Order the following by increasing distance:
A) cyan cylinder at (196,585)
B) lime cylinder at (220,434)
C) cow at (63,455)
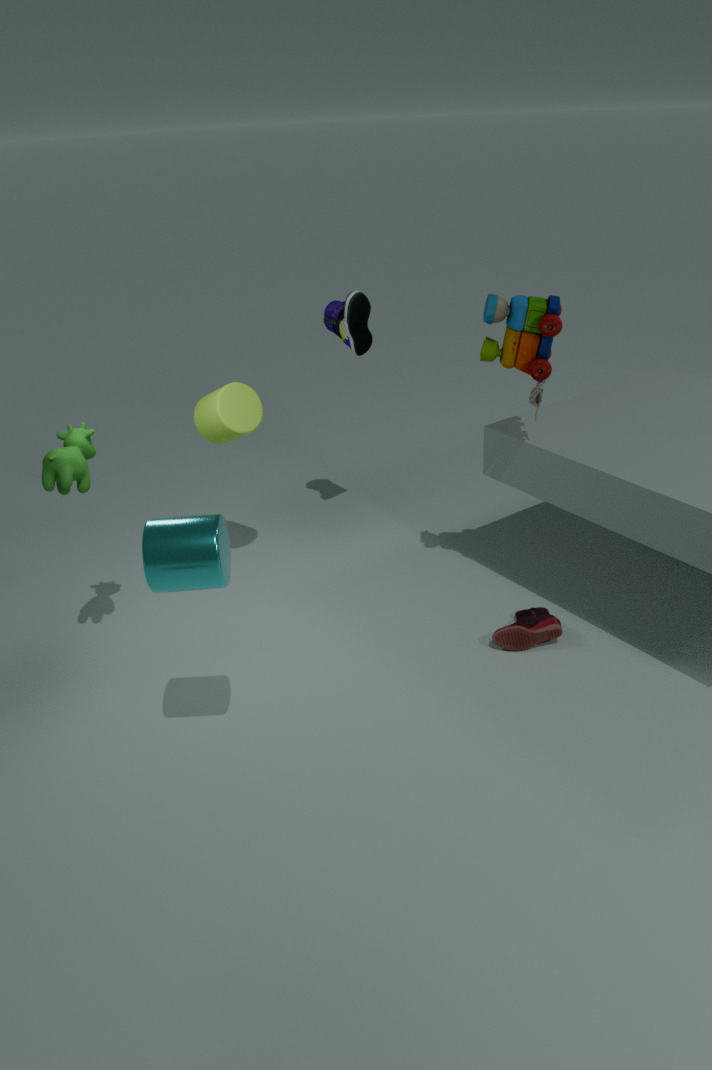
1. cyan cylinder at (196,585)
2. cow at (63,455)
3. lime cylinder at (220,434)
